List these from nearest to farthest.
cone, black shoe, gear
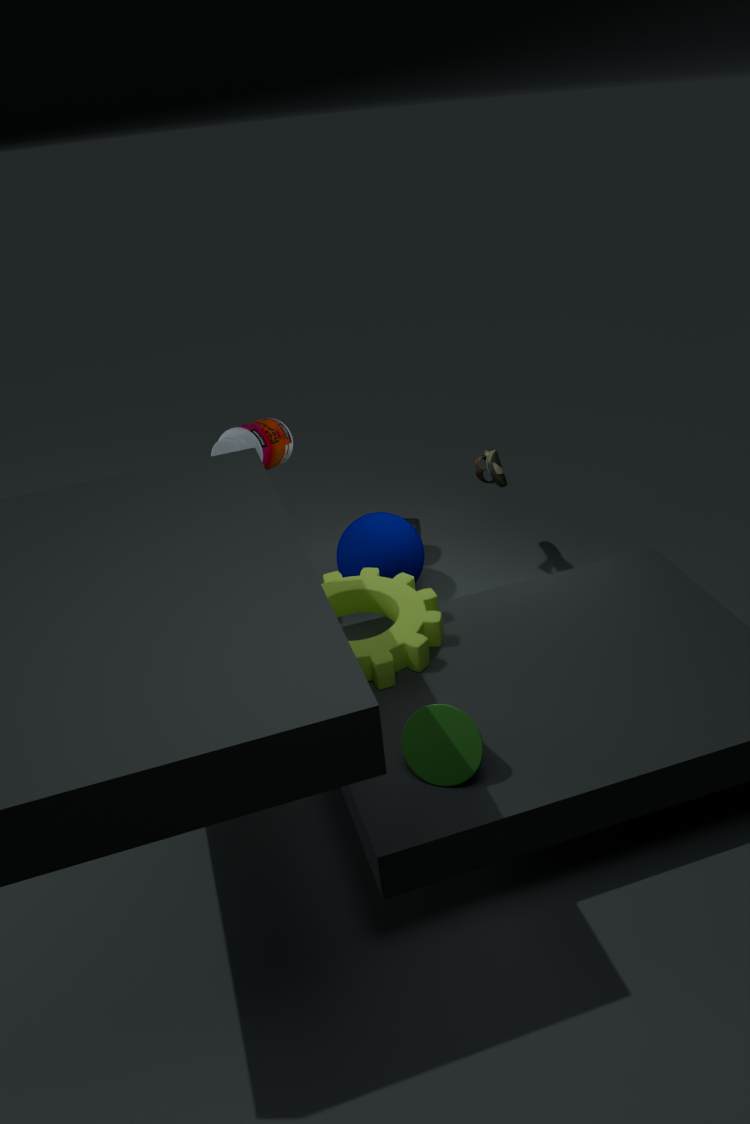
cone < gear < black shoe
